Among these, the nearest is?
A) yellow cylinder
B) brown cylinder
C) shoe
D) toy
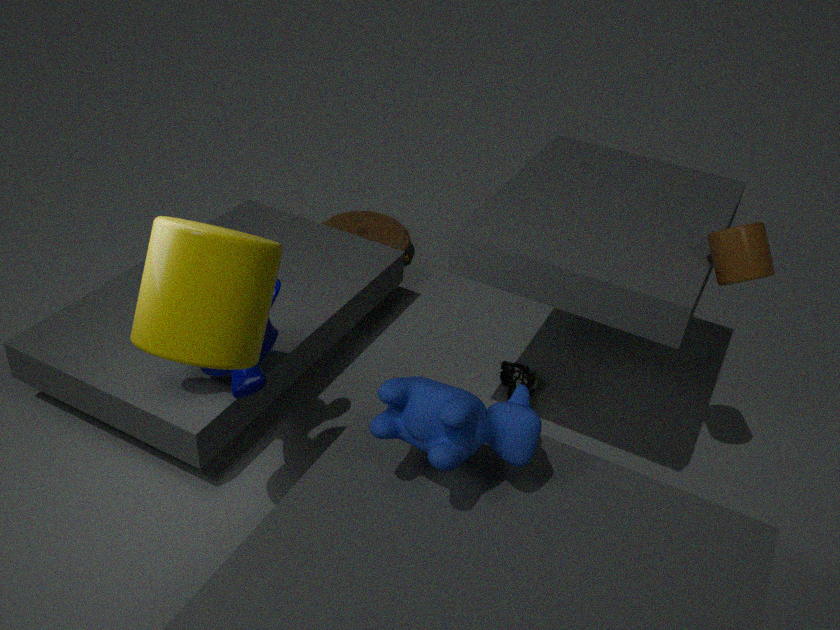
yellow cylinder
